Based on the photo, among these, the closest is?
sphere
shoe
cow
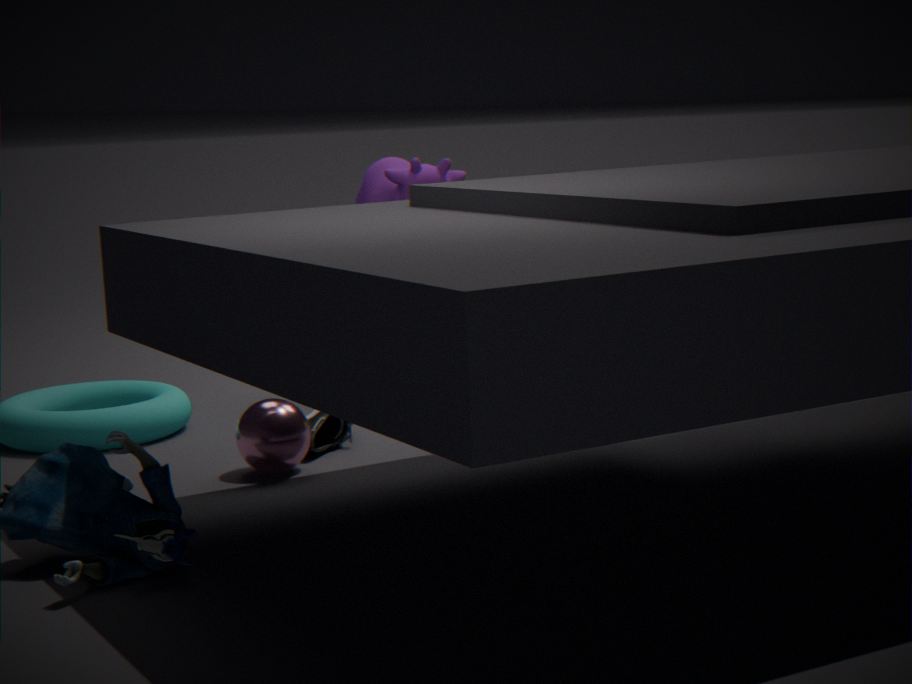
sphere
